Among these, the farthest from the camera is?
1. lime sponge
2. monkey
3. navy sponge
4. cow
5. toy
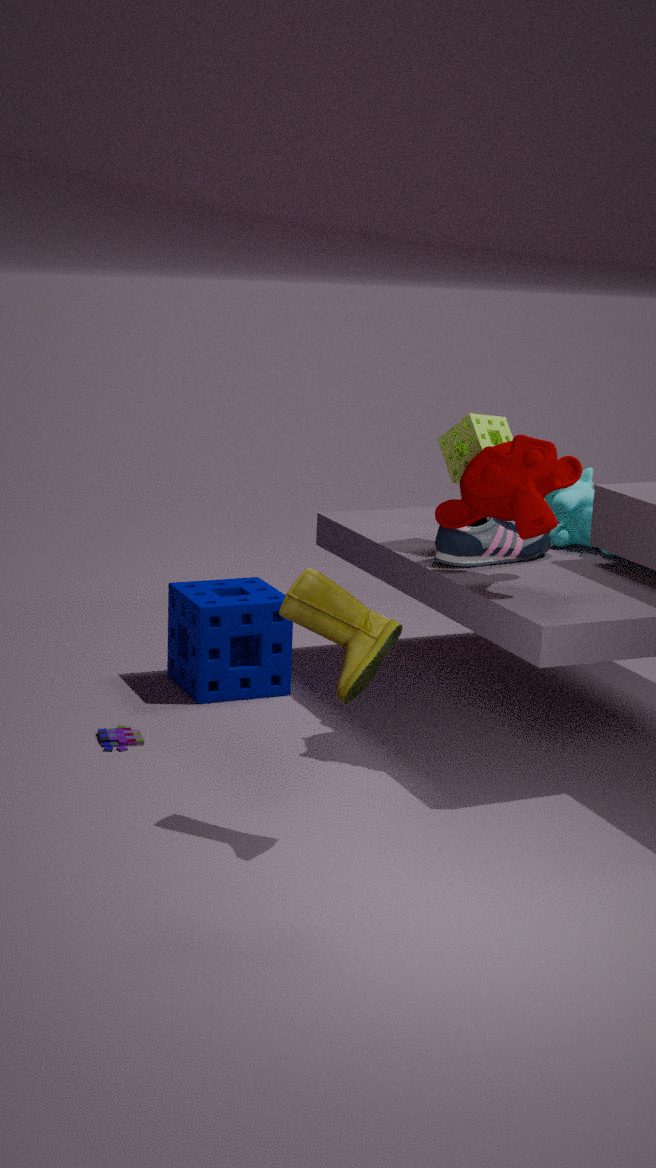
cow
